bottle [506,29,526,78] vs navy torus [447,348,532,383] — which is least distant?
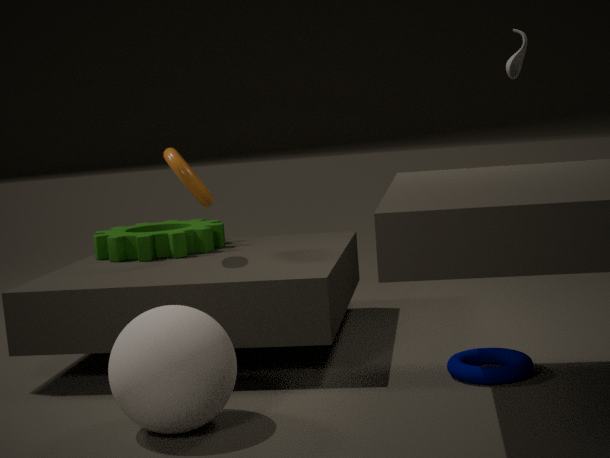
navy torus [447,348,532,383]
